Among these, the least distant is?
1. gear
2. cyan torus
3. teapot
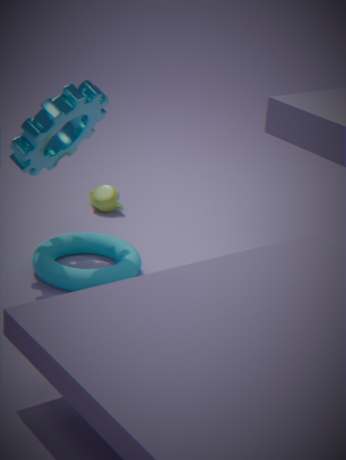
gear
